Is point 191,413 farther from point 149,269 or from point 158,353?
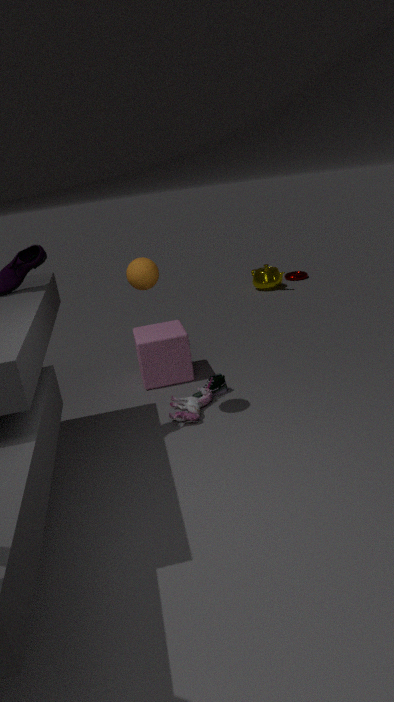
point 149,269
